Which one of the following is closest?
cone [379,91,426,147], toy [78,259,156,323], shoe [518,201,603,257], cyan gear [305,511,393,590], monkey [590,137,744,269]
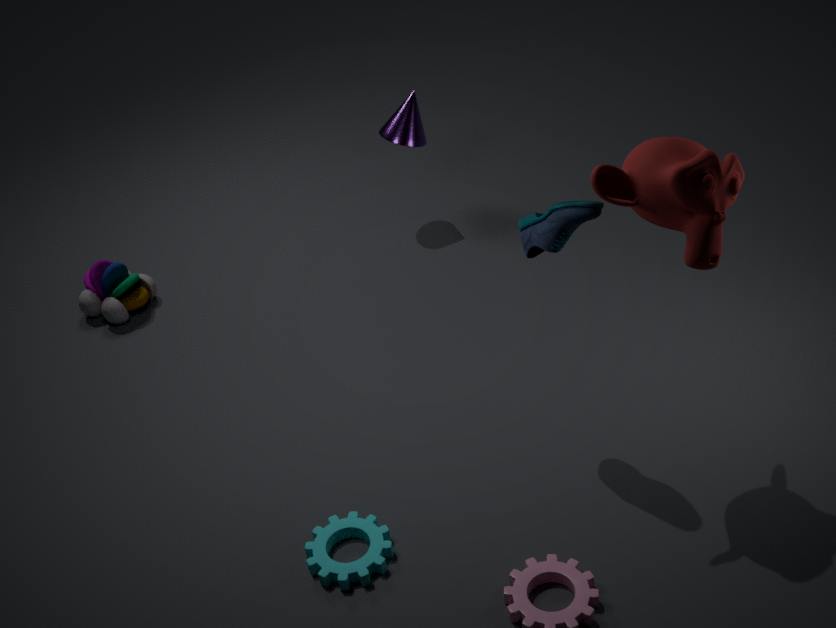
monkey [590,137,744,269]
